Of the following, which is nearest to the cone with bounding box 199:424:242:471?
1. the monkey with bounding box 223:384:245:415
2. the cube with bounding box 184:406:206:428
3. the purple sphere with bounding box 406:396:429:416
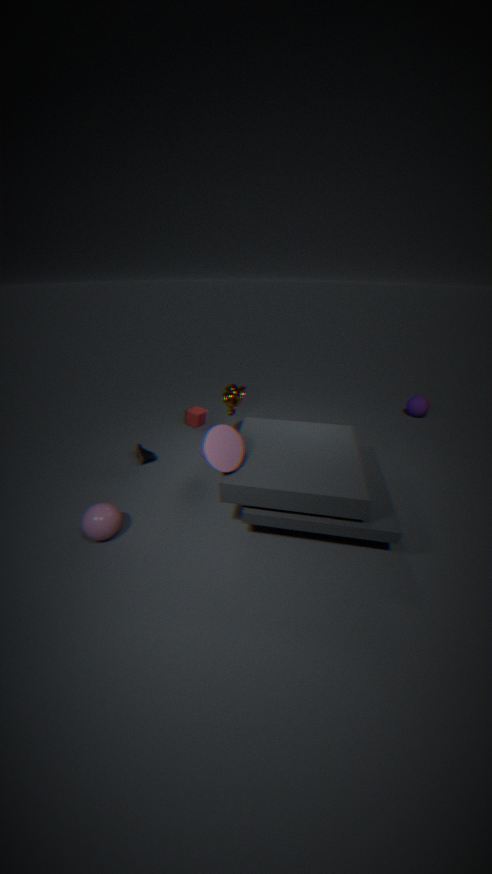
the cube with bounding box 184:406:206:428
